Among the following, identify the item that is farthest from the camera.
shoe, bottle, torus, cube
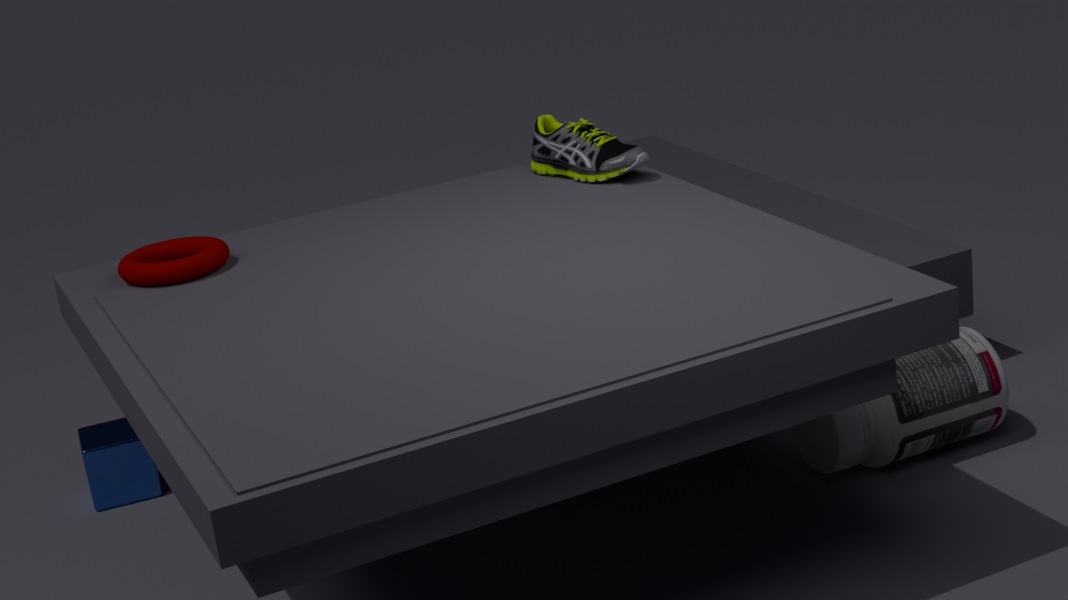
cube
